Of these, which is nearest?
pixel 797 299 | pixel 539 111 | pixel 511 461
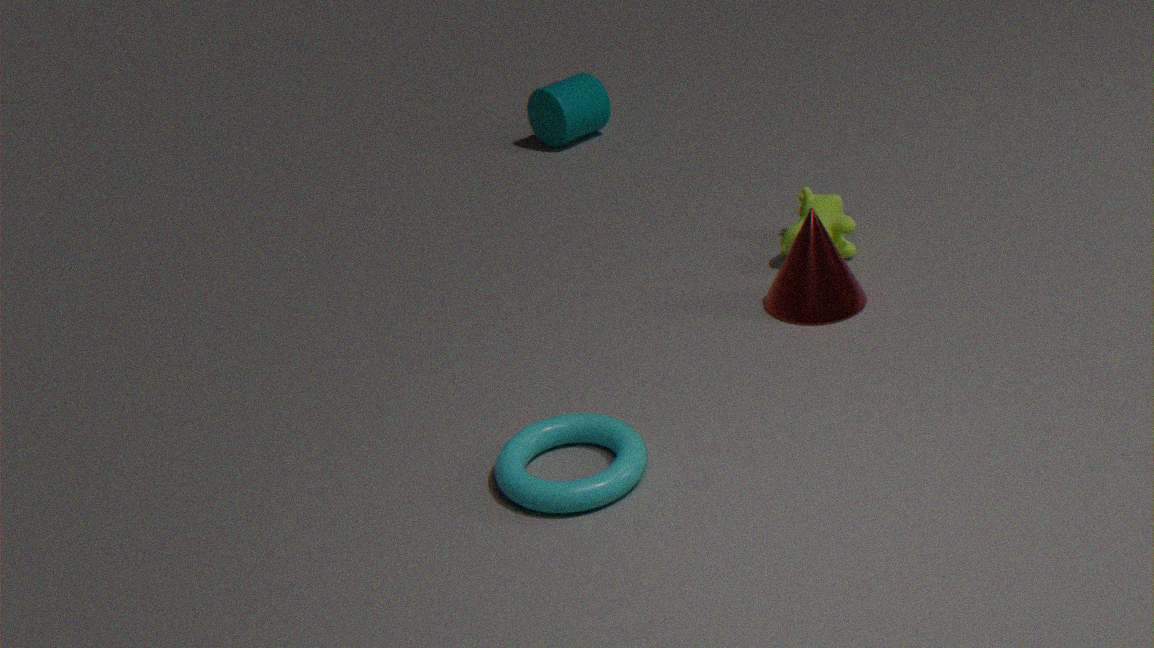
pixel 511 461
